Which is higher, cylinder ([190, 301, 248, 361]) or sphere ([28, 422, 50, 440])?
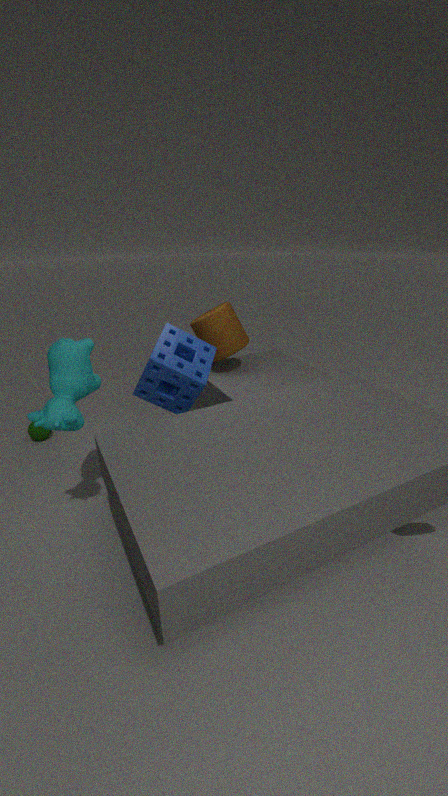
cylinder ([190, 301, 248, 361])
